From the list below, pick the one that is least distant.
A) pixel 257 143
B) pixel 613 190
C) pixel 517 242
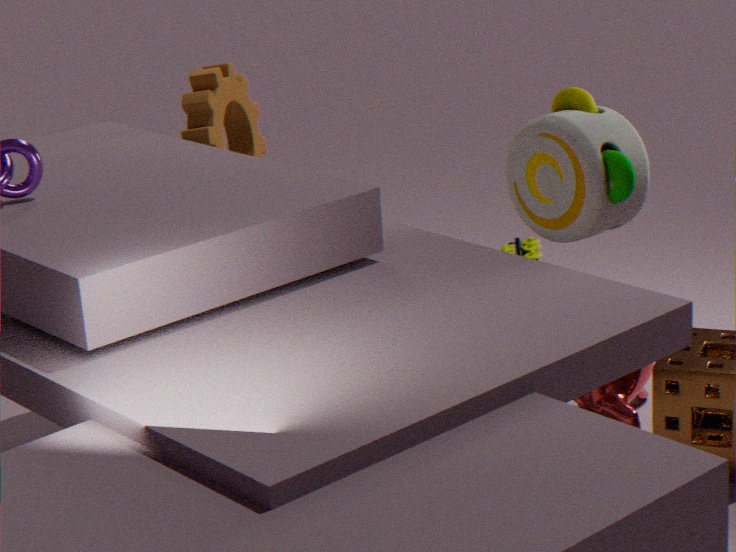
pixel 613 190
